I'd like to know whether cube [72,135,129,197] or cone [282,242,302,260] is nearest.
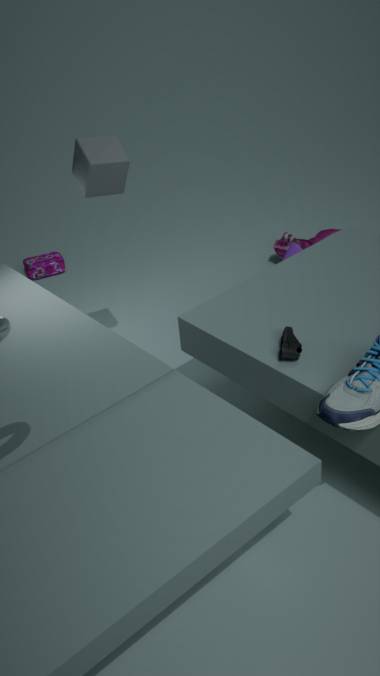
cube [72,135,129,197]
